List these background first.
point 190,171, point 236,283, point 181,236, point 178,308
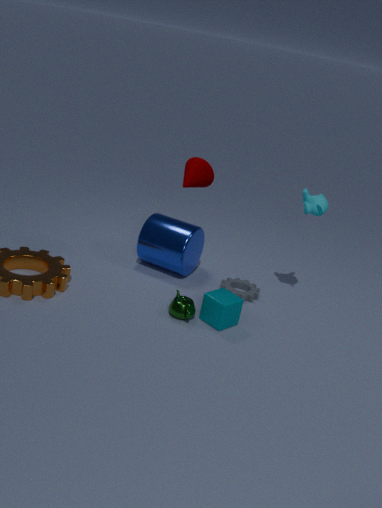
point 236,283, point 181,236, point 190,171, point 178,308
